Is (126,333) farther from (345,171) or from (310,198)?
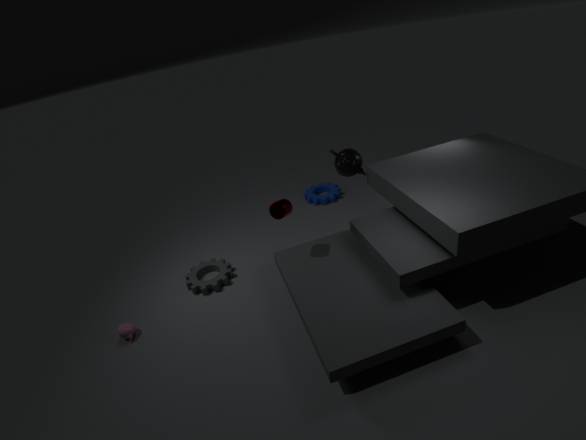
(310,198)
